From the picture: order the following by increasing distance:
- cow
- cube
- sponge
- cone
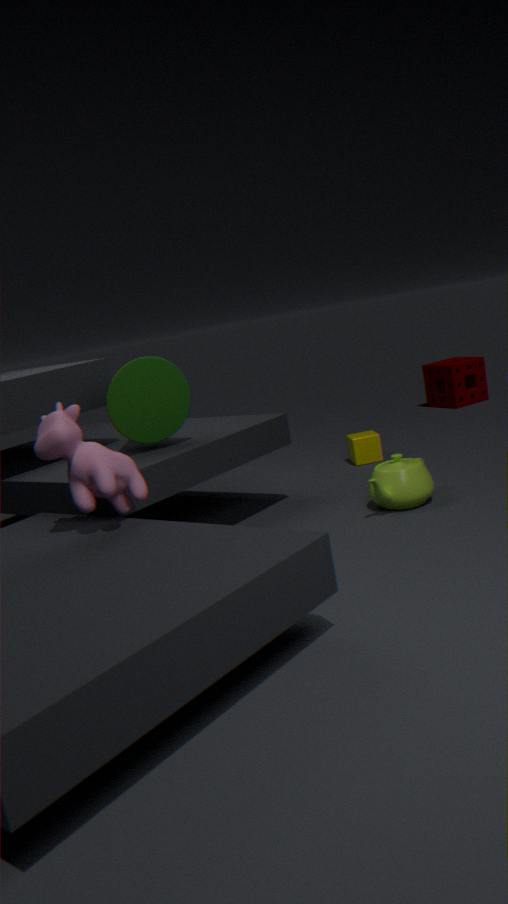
cow
cone
cube
sponge
